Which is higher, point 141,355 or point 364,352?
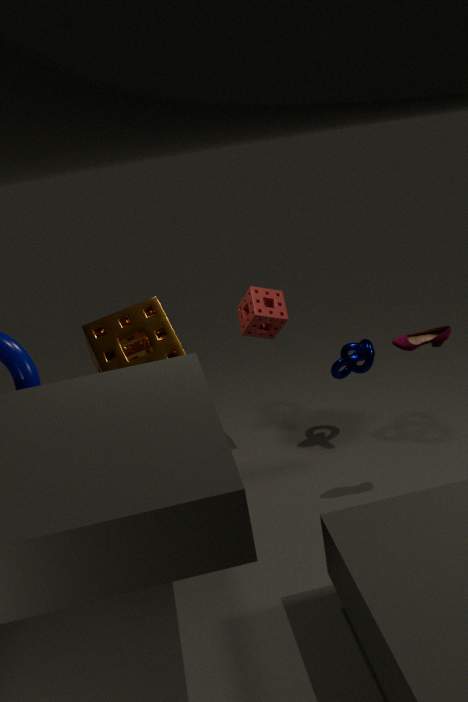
point 141,355
